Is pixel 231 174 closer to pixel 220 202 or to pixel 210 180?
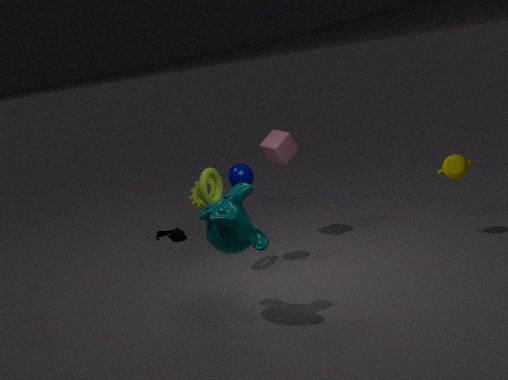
pixel 210 180
